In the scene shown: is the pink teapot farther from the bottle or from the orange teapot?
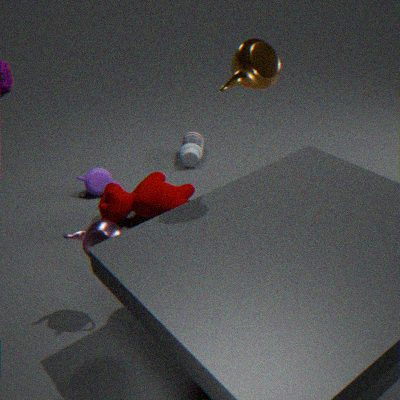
the bottle
